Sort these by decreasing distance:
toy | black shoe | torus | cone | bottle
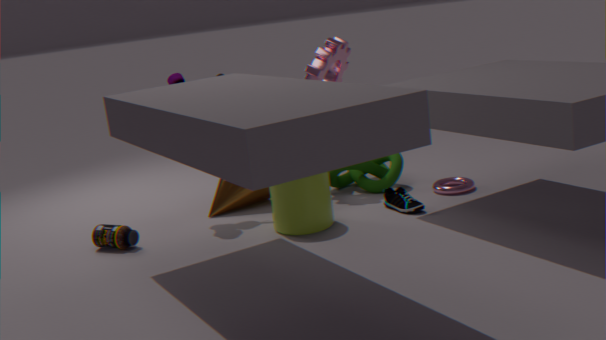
cone
torus
toy
black shoe
bottle
